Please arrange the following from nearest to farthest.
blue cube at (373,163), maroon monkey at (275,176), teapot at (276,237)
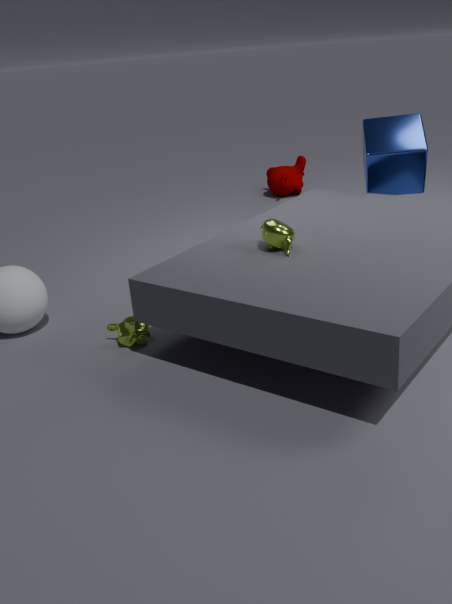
teapot at (276,237) < blue cube at (373,163) < maroon monkey at (275,176)
